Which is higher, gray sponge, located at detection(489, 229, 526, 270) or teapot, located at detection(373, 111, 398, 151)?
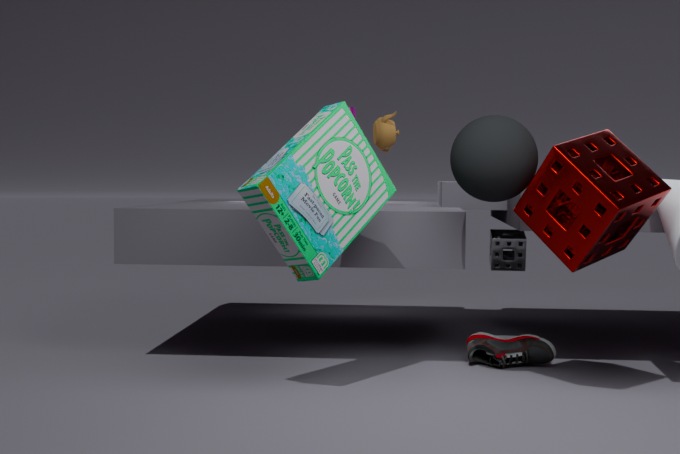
teapot, located at detection(373, 111, 398, 151)
